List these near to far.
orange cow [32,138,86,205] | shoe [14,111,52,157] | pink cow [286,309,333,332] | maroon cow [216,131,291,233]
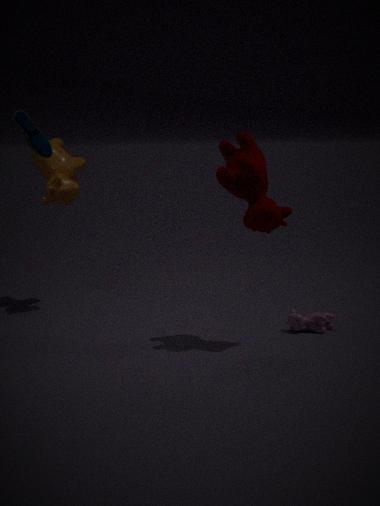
1. shoe [14,111,52,157]
2. maroon cow [216,131,291,233]
3. pink cow [286,309,333,332]
4. orange cow [32,138,86,205]
